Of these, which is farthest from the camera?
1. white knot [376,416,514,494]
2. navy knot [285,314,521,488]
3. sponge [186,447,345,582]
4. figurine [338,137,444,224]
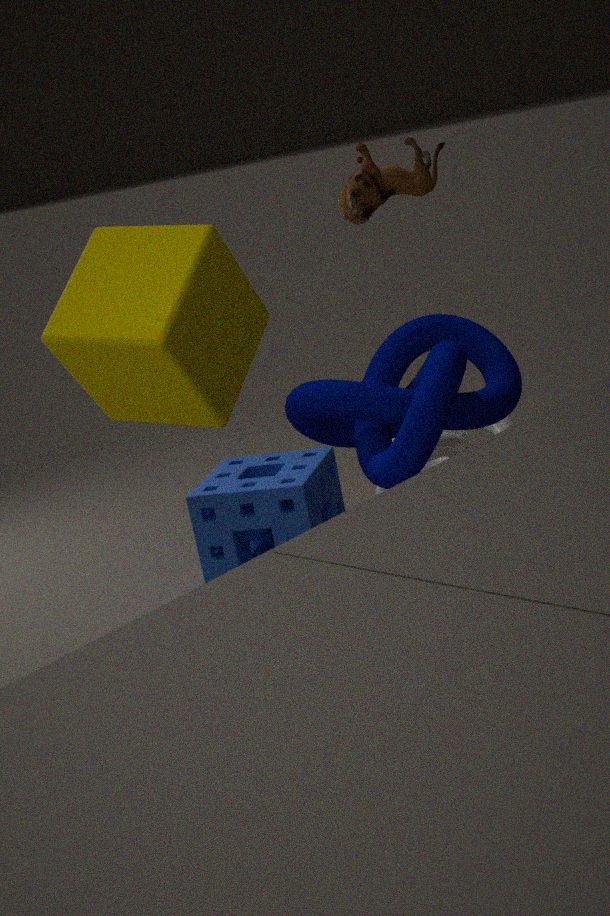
white knot [376,416,514,494]
